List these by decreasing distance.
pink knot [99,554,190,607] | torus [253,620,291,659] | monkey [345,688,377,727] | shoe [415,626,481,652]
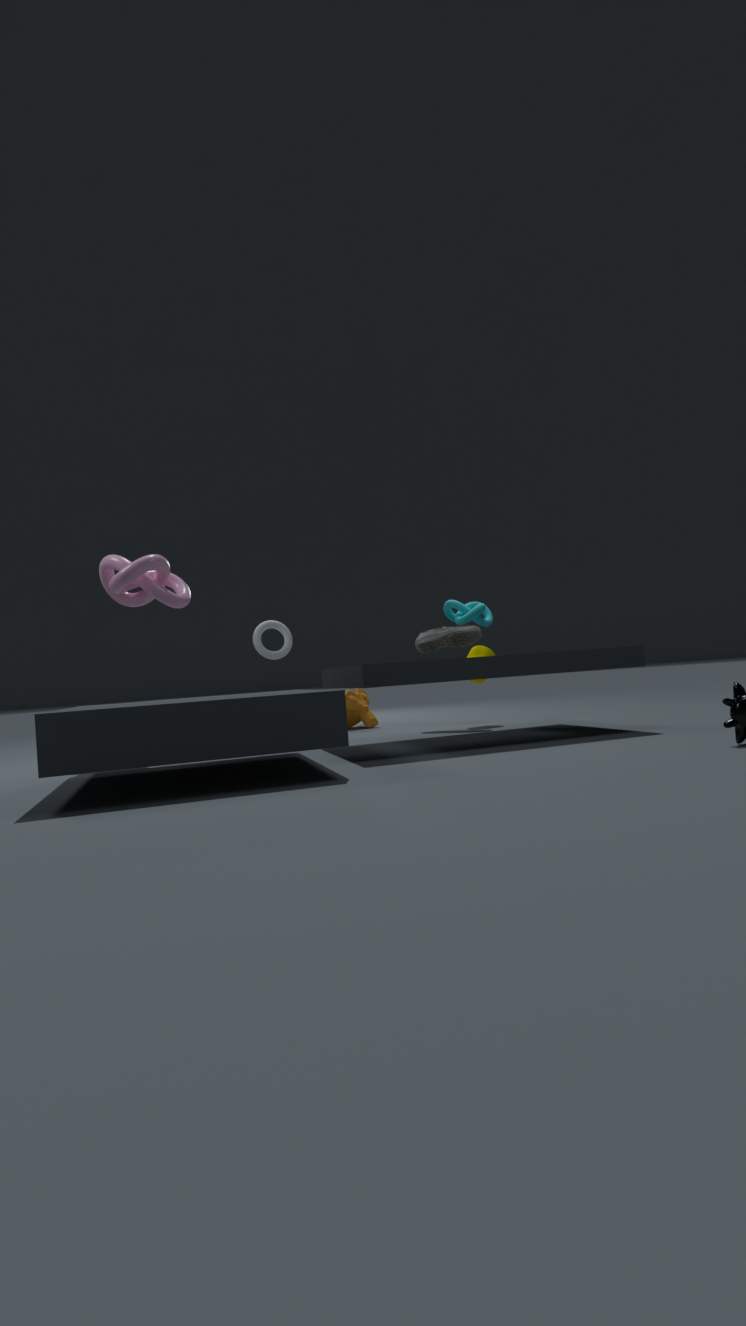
1. monkey [345,688,377,727]
2. torus [253,620,291,659]
3. shoe [415,626,481,652]
4. pink knot [99,554,190,607]
